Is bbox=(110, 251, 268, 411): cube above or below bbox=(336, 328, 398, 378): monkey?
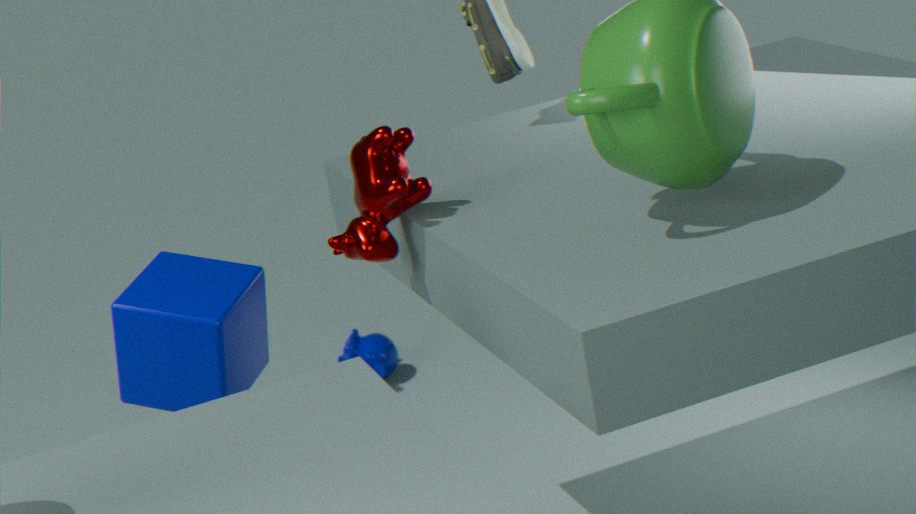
above
